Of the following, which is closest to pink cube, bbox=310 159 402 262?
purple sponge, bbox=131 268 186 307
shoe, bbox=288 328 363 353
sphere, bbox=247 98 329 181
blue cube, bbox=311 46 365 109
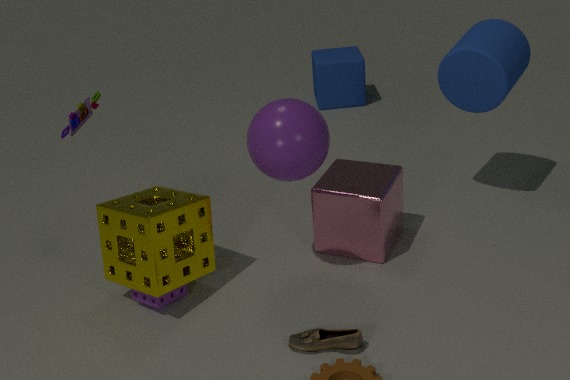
sphere, bbox=247 98 329 181
